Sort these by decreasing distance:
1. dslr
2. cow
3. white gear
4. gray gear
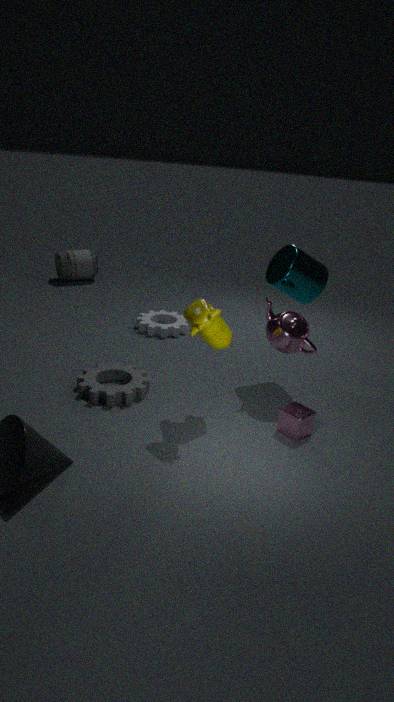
dslr < white gear < gray gear < cow
